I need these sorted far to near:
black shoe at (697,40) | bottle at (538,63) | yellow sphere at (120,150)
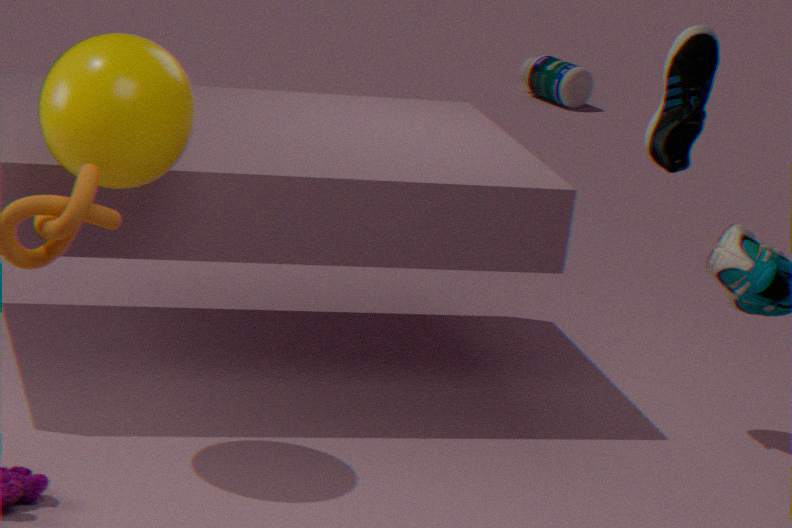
bottle at (538,63)
black shoe at (697,40)
yellow sphere at (120,150)
